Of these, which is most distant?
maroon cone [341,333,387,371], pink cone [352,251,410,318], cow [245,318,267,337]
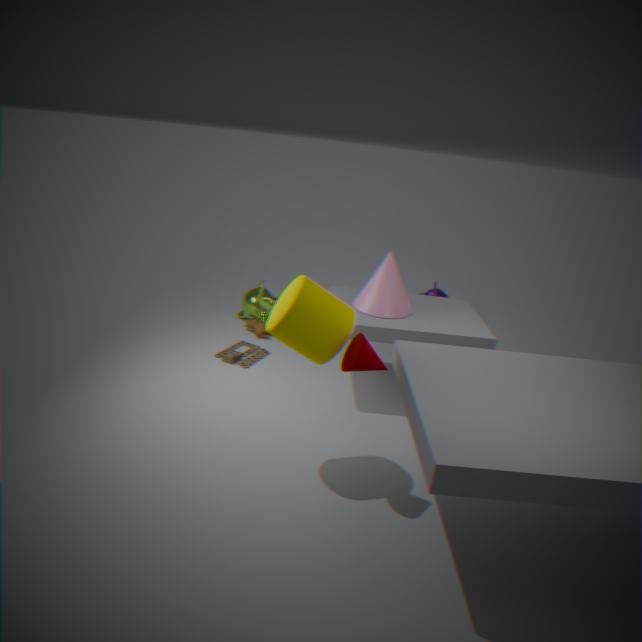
cow [245,318,267,337]
